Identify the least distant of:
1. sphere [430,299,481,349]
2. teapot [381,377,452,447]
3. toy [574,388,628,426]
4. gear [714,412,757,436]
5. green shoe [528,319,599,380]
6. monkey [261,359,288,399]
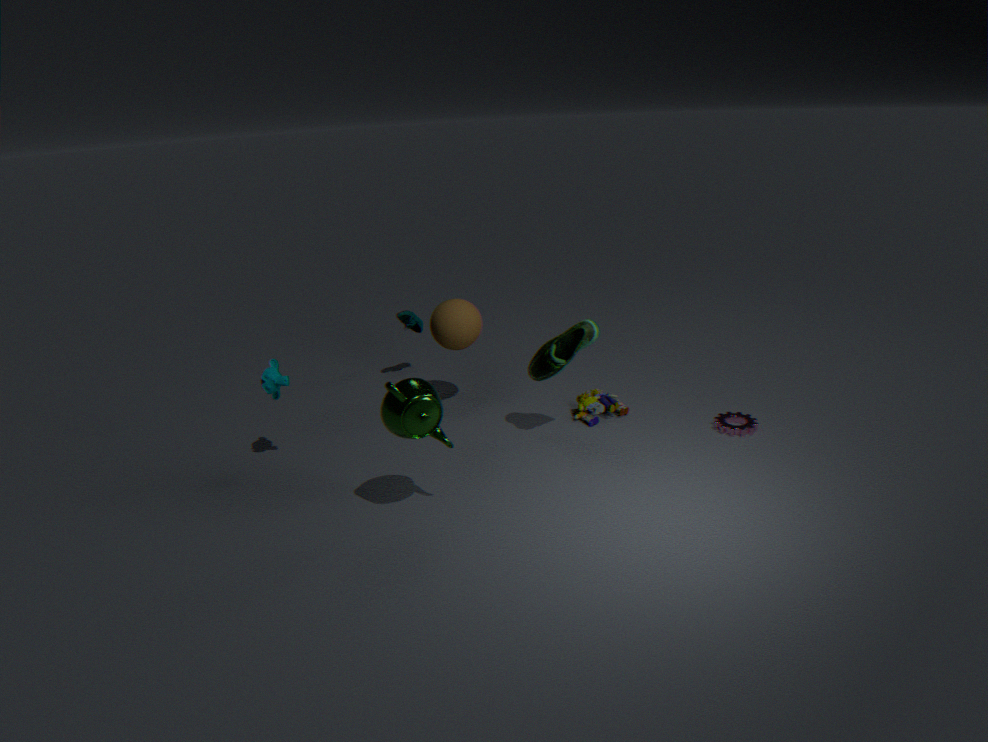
teapot [381,377,452,447]
